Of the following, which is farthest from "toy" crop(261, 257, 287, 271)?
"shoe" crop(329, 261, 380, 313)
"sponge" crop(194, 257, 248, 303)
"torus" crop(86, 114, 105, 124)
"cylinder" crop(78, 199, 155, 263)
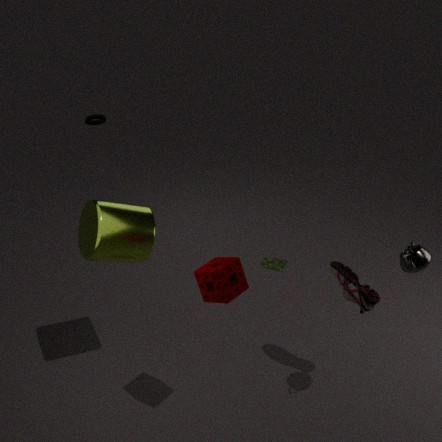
"torus" crop(86, 114, 105, 124)
